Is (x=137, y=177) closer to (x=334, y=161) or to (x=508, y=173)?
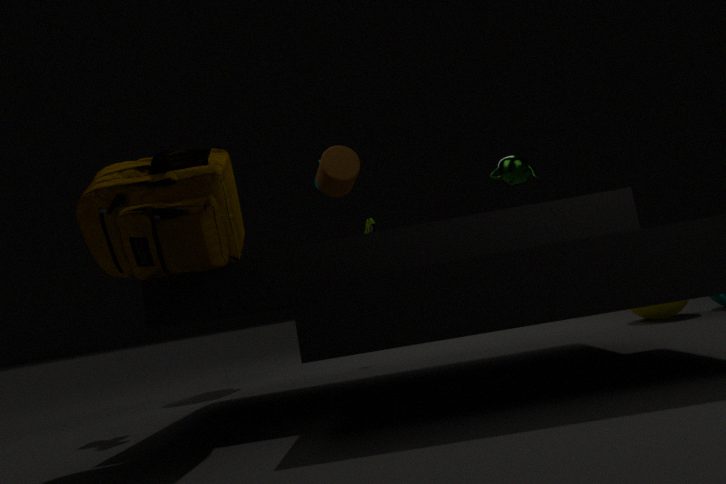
(x=334, y=161)
